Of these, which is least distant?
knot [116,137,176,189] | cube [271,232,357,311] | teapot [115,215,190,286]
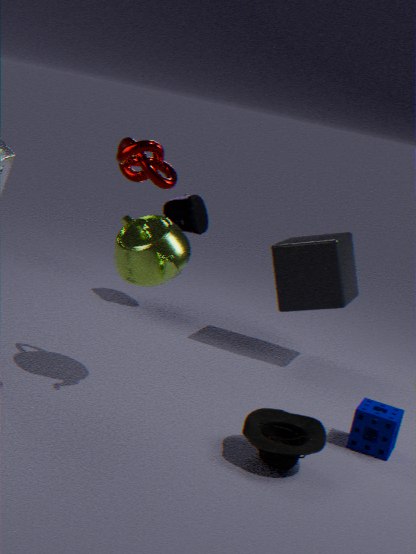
knot [116,137,176,189]
